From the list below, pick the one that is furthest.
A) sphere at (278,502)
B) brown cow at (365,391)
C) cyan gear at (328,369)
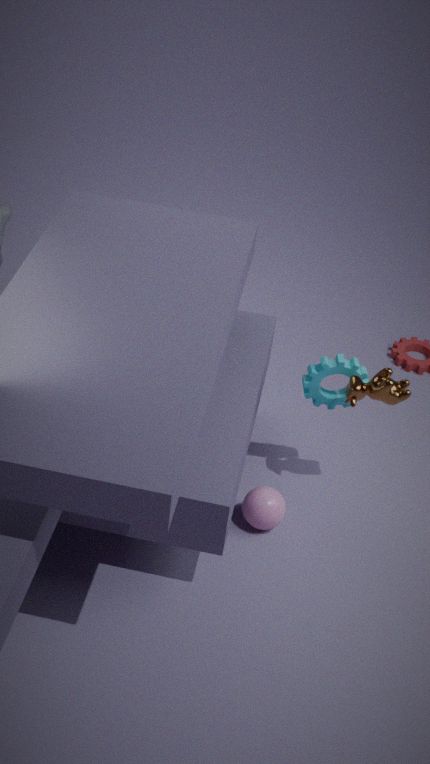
sphere at (278,502)
